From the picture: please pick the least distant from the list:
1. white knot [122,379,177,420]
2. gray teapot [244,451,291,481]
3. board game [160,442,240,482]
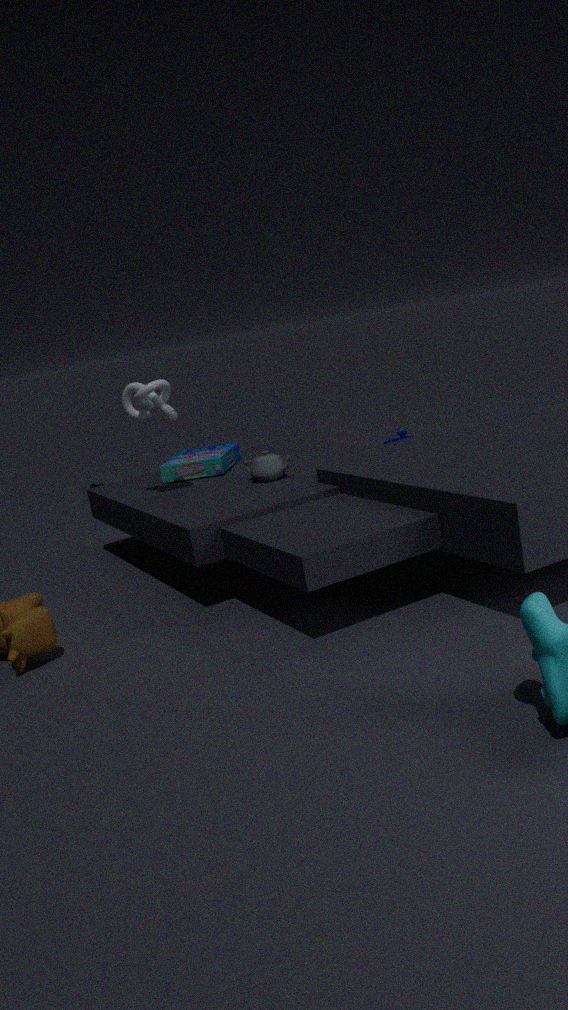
white knot [122,379,177,420]
